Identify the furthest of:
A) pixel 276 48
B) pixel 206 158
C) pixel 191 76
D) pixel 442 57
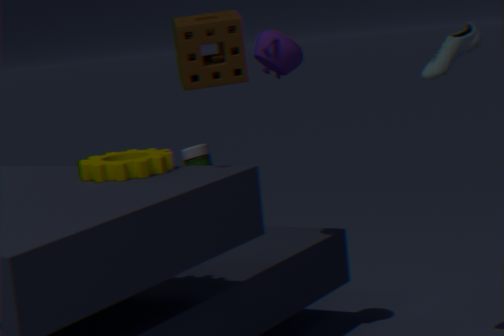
pixel 206 158
